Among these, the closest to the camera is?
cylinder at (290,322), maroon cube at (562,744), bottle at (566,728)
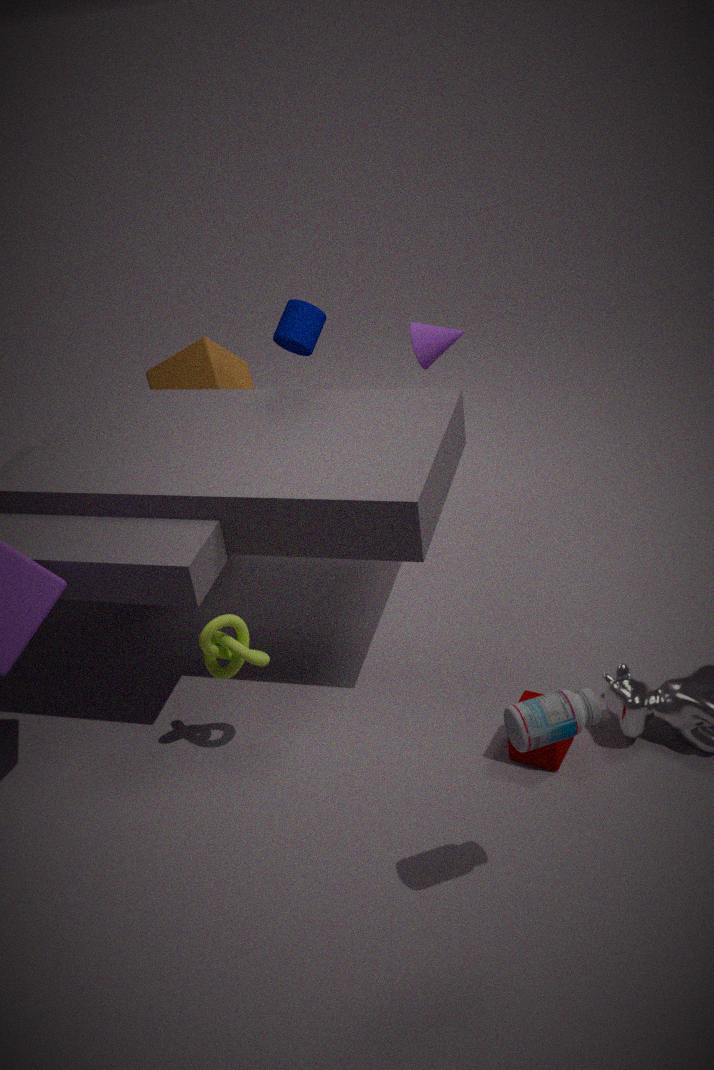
bottle at (566,728)
